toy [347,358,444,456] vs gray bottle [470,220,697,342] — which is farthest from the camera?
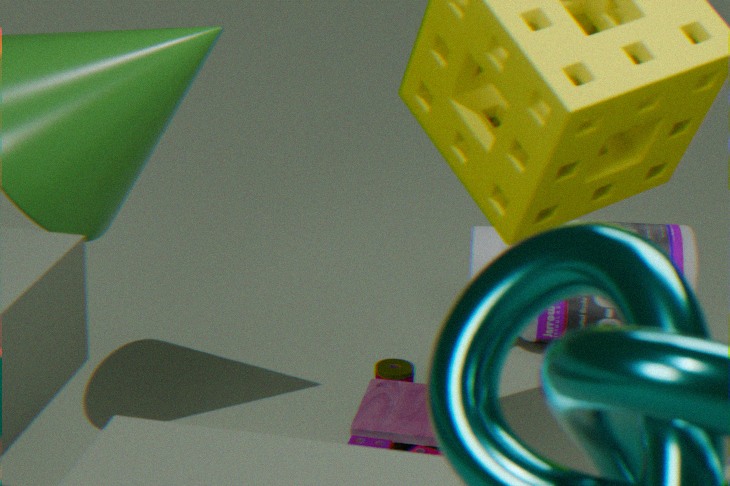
gray bottle [470,220,697,342]
